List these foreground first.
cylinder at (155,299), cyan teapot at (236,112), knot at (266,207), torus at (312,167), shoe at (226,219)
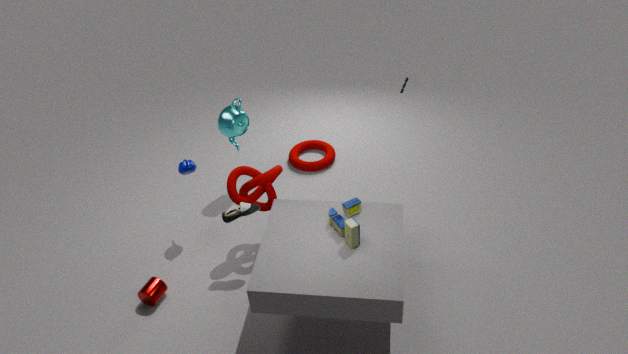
1. cylinder at (155,299)
2. shoe at (226,219)
3. knot at (266,207)
4. cyan teapot at (236,112)
5. torus at (312,167)
